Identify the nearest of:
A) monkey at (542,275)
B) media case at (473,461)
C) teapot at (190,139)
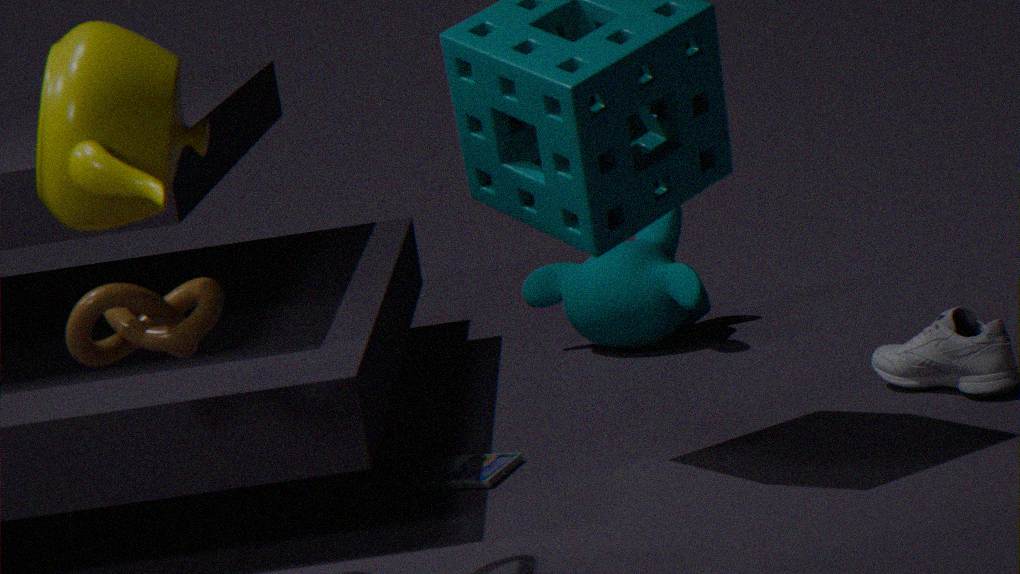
teapot at (190,139)
